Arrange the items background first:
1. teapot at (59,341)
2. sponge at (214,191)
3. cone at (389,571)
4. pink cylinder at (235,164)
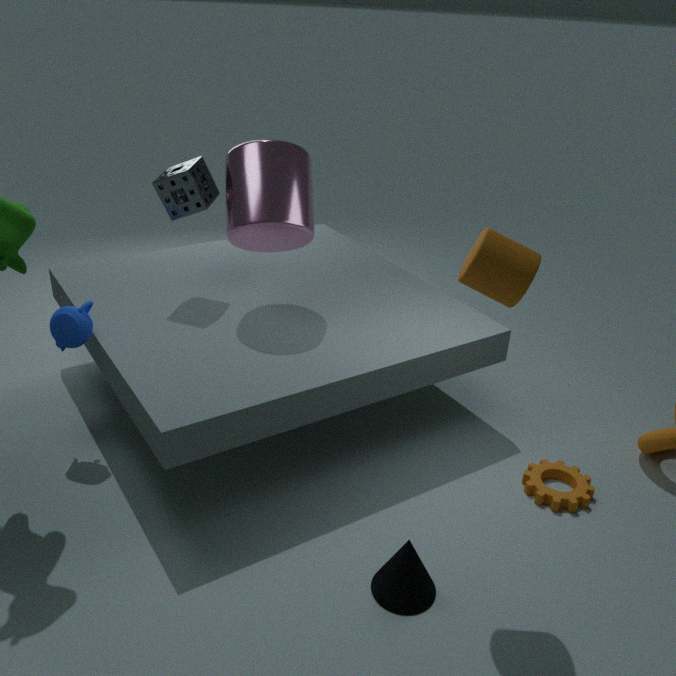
sponge at (214,191) → pink cylinder at (235,164) → teapot at (59,341) → cone at (389,571)
